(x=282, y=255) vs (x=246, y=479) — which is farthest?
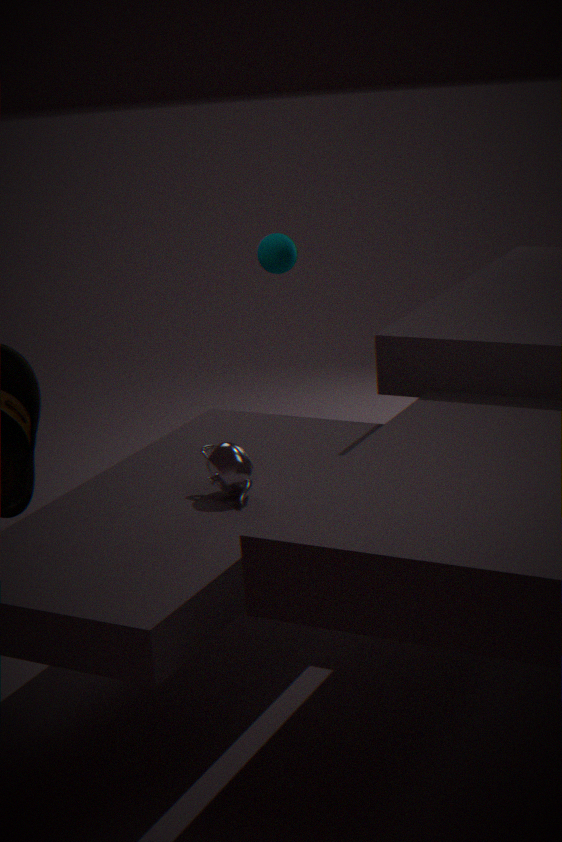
(x=282, y=255)
